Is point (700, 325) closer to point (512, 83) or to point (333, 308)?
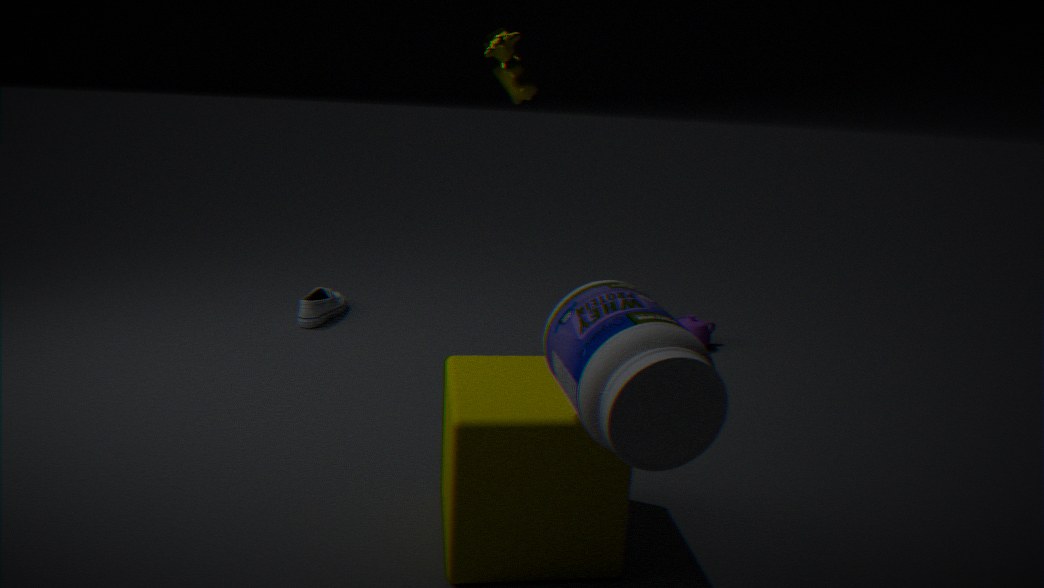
point (512, 83)
